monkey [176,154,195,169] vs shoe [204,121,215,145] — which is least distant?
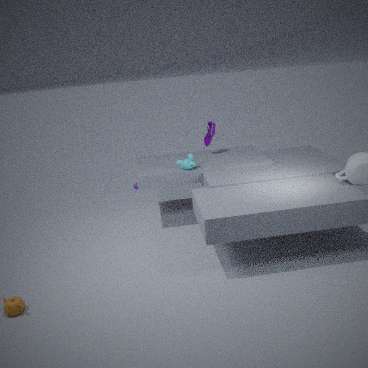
monkey [176,154,195,169]
